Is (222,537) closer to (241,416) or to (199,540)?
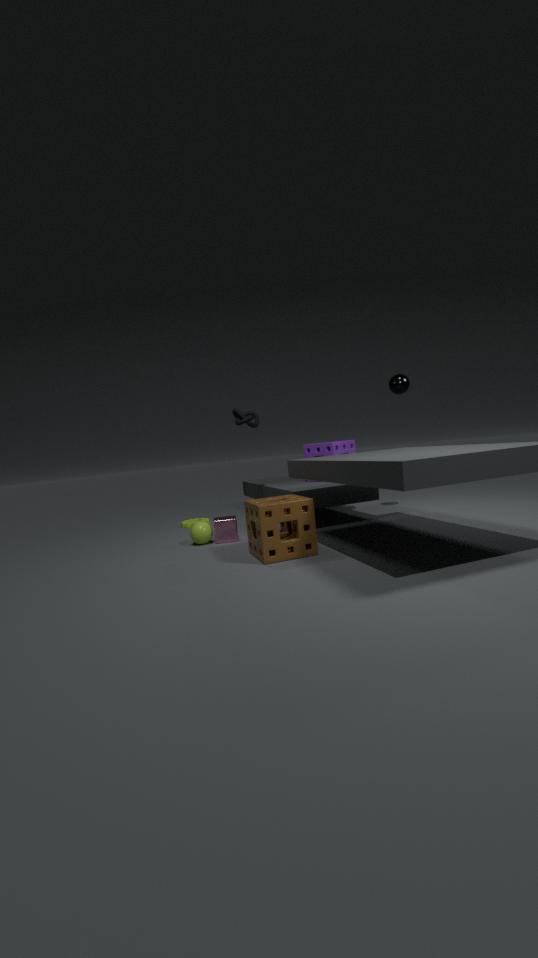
(199,540)
